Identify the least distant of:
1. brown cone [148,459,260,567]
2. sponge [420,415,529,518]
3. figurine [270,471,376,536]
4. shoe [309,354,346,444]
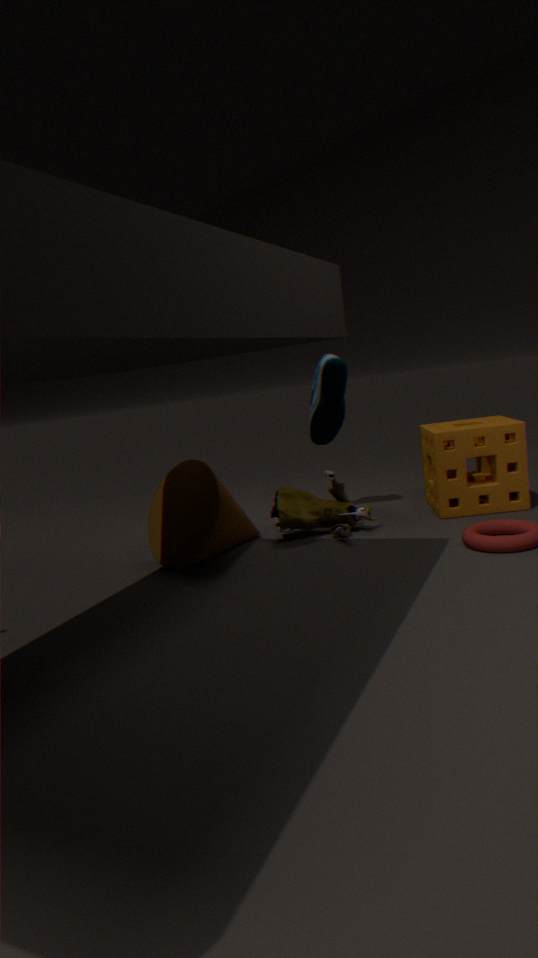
brown cone [148,459,260,567]
